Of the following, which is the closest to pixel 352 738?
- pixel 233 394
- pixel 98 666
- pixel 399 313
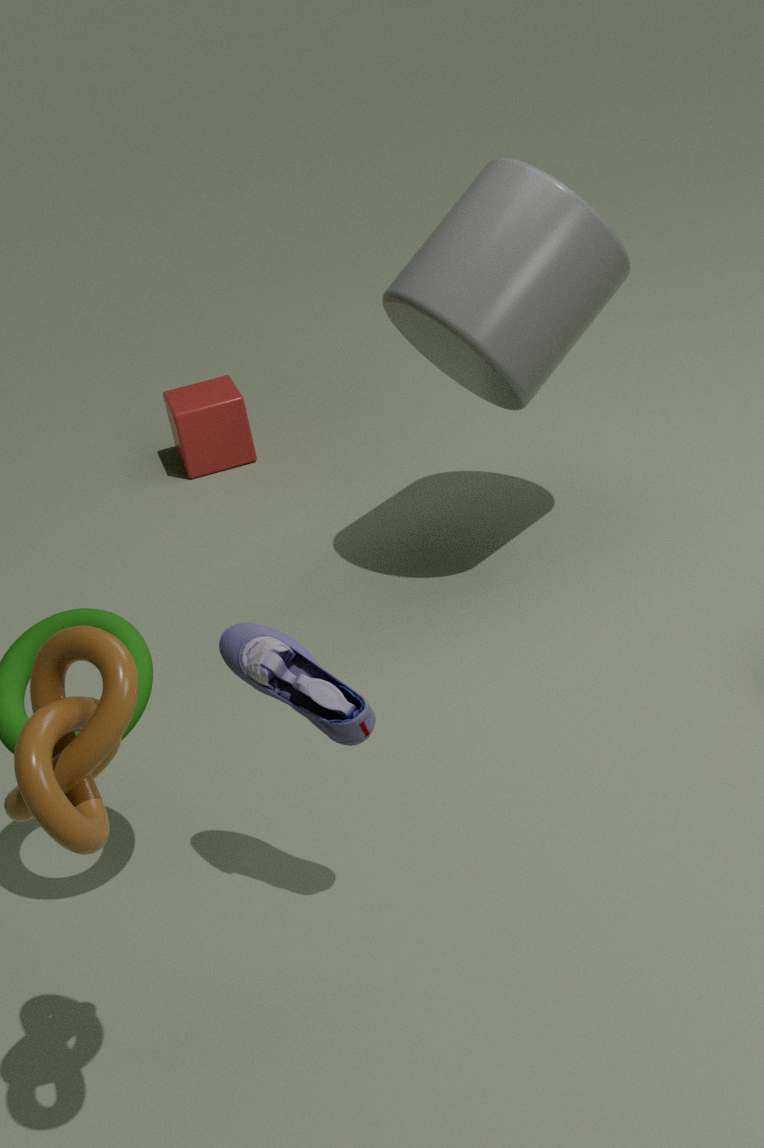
pixel 98 666
